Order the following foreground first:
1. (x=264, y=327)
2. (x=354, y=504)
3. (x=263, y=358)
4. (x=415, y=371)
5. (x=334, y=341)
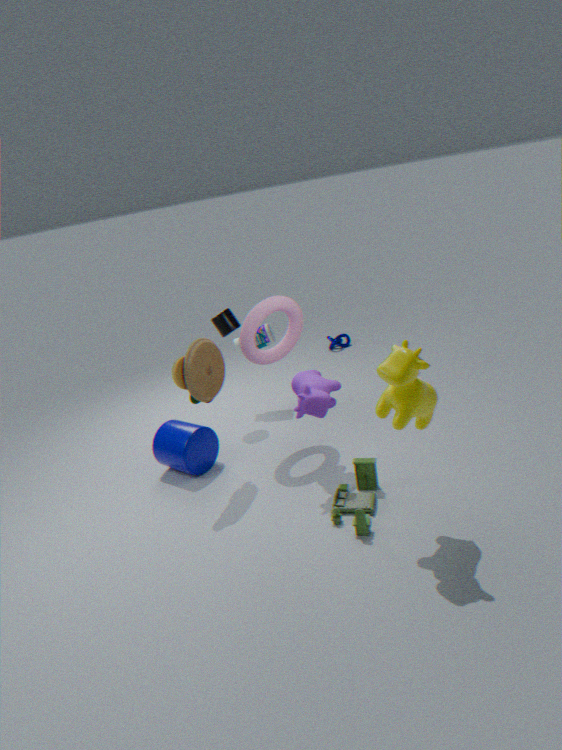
(x=415, y=371)
(x=354, y=504)
(x=263, y=358)
(x=264, y=327)
(x=334, y=341)
